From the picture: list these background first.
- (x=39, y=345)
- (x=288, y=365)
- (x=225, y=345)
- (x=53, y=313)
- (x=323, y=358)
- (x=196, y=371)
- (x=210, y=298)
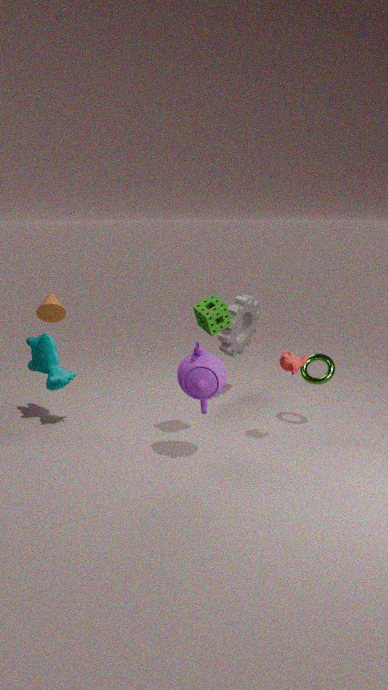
(x=225, y=345), (x=39, y=345), (x=323, y=358), (x=53, y=313), (x=210, y=298), (x=288, y=365), (x=196, y=371)
